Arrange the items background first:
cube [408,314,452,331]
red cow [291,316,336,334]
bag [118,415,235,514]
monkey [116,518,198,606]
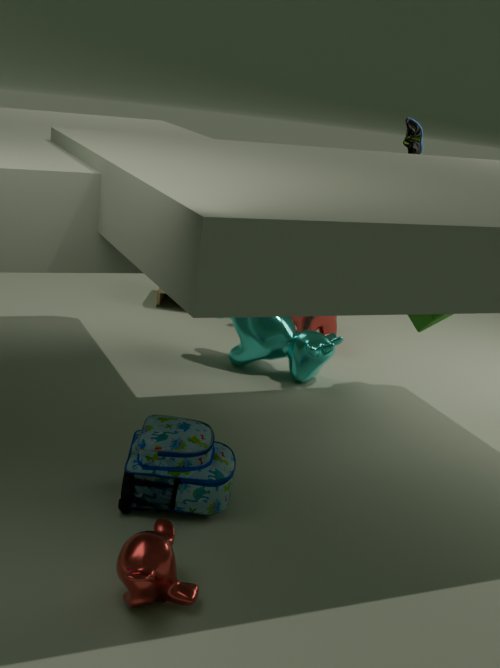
red cow [291,316,336,334], cube [408,314,452,331], bag [118,415,235,514], monkey [116,518,198,606]
